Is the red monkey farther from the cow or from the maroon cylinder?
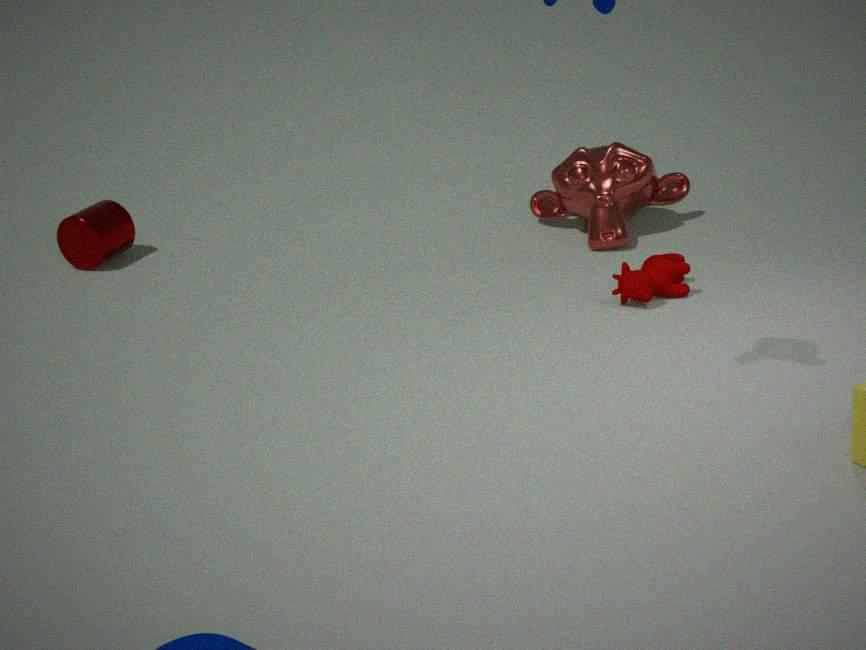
the maroon cylinder
